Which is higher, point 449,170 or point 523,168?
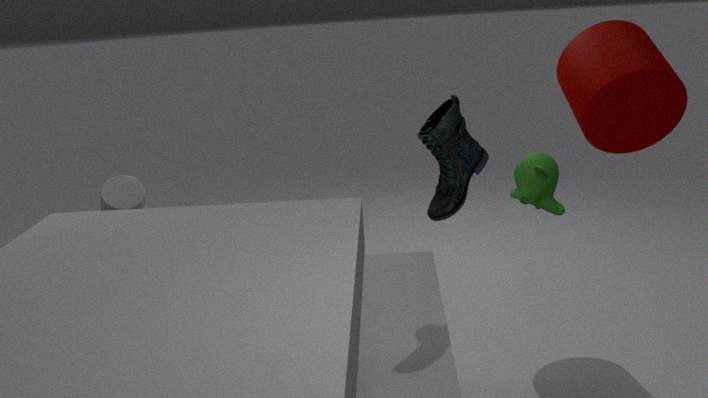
point 449,170
